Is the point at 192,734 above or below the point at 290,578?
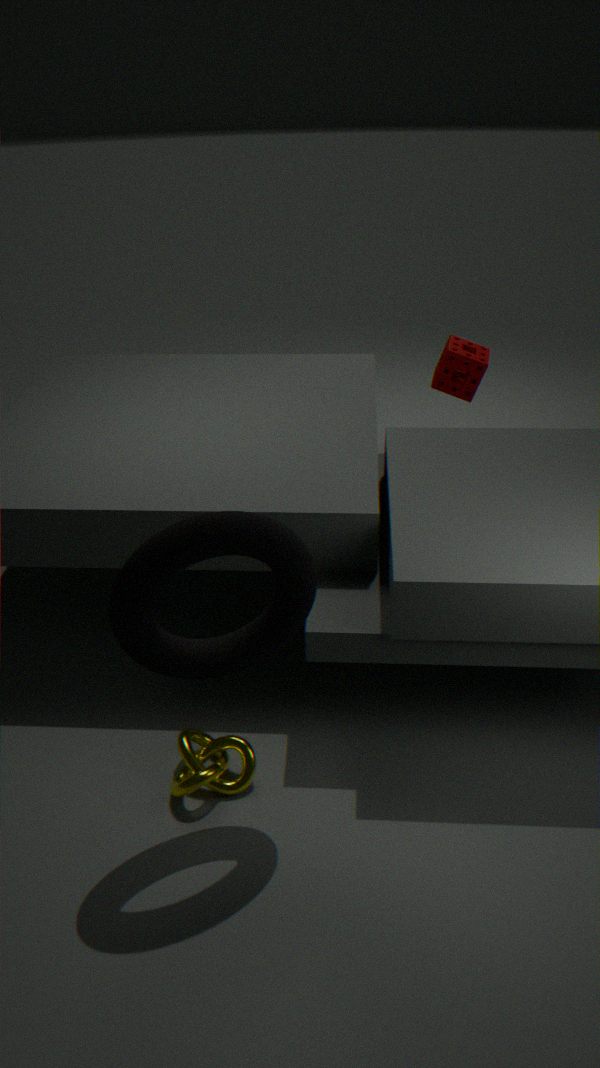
below
